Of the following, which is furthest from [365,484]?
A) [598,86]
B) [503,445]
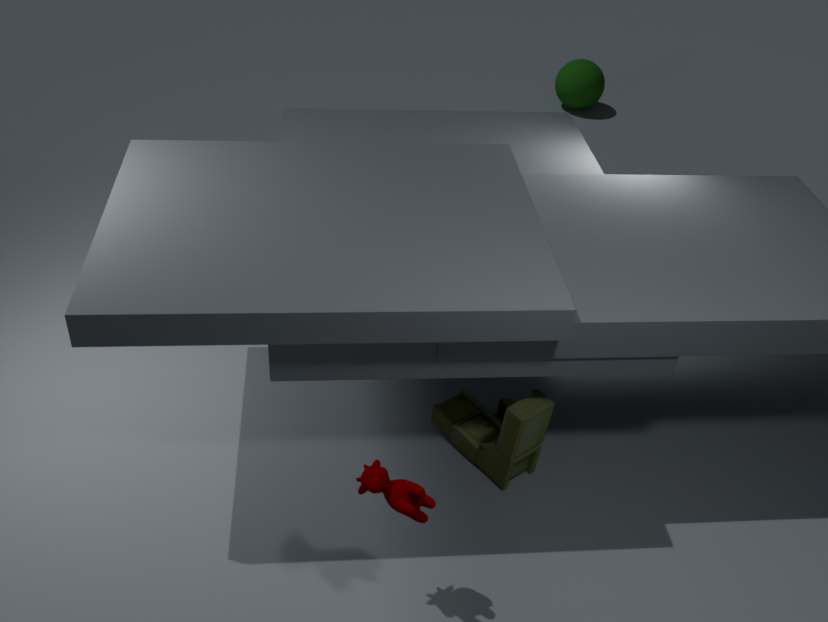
[598,86]
